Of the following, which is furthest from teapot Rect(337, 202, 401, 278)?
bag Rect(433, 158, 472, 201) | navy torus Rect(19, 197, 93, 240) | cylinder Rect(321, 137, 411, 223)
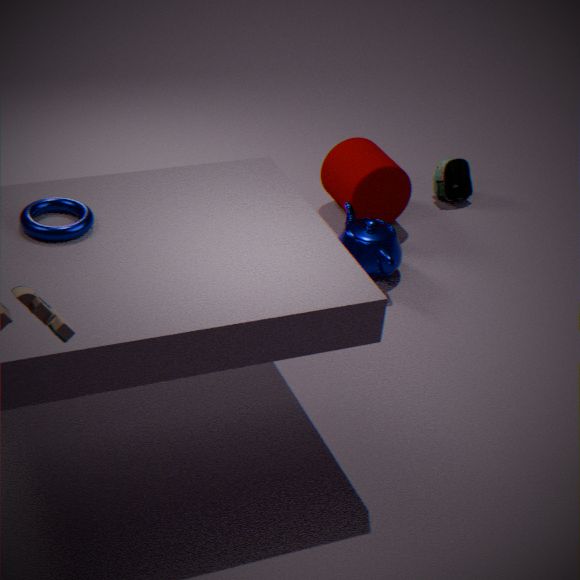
navy torus Rect(19, 197, 93, 240)
